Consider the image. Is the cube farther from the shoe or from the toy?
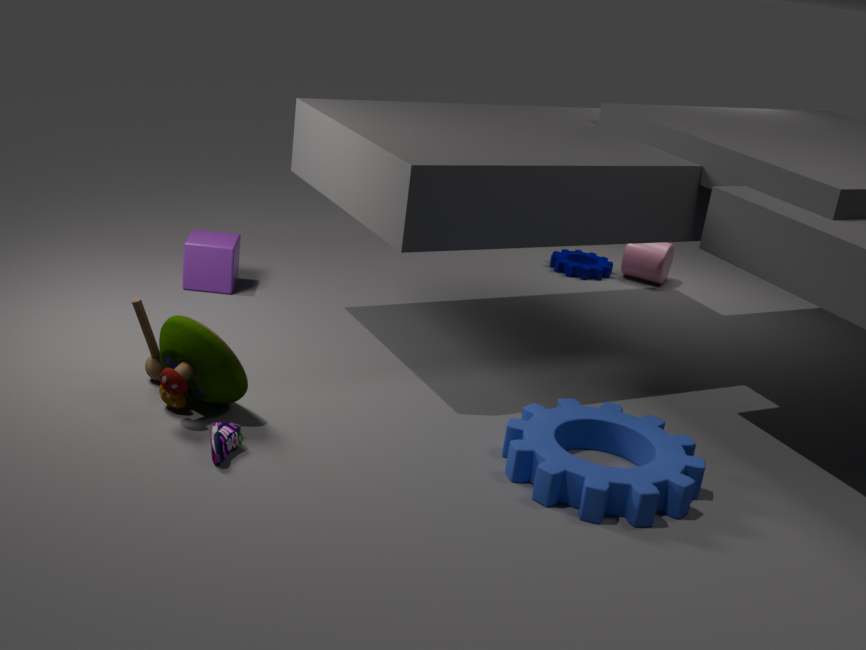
the shoe
